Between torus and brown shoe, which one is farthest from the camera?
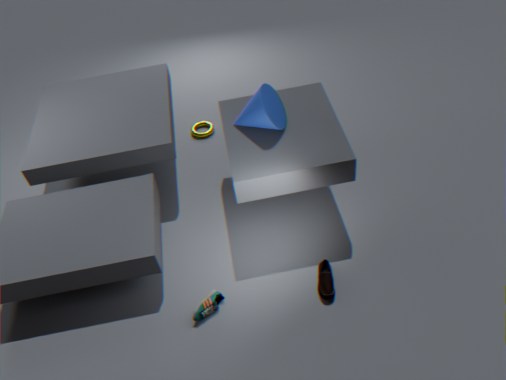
torus
